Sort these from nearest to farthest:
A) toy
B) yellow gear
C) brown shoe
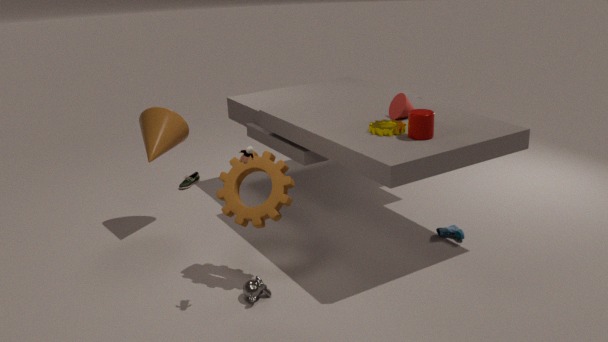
A. toy < B. yellow gear < C. brown shoe
